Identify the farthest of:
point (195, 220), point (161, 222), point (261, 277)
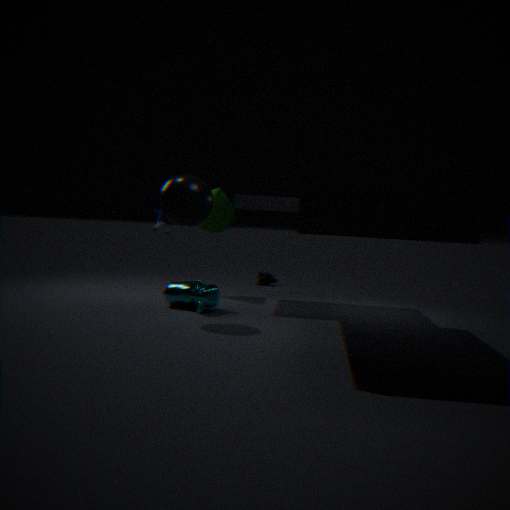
point (261, 277)
